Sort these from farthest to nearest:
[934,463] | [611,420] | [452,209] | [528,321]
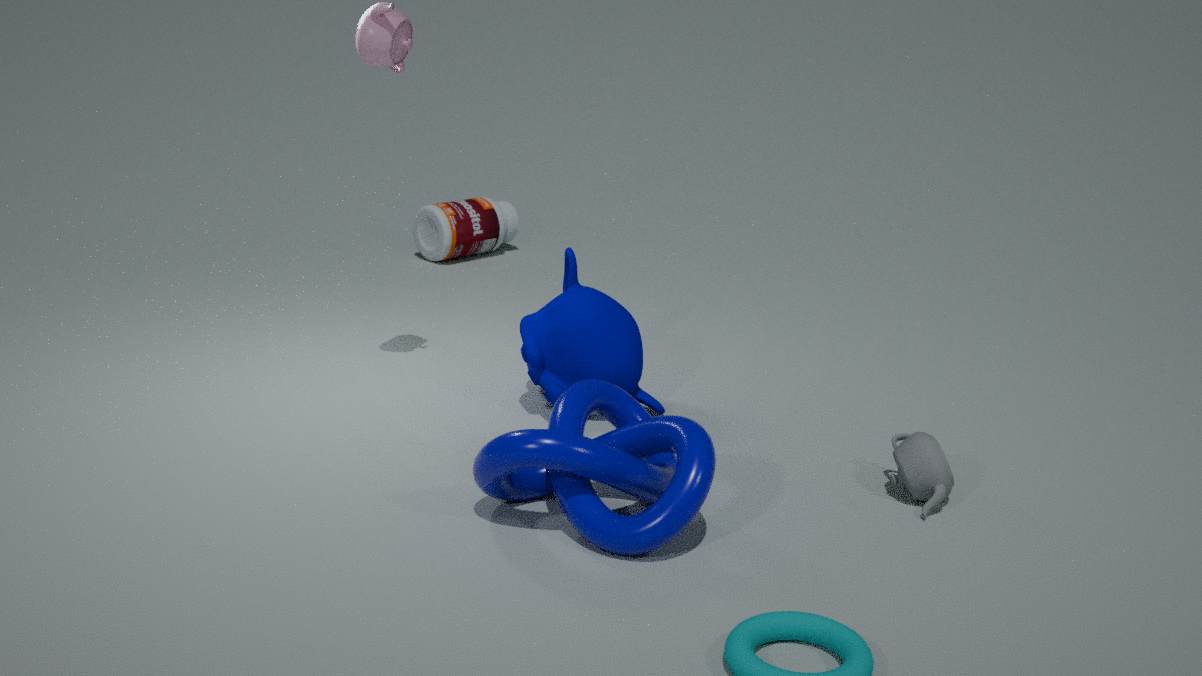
[452,209]
[528,321]
[611,420]
[934,463]
